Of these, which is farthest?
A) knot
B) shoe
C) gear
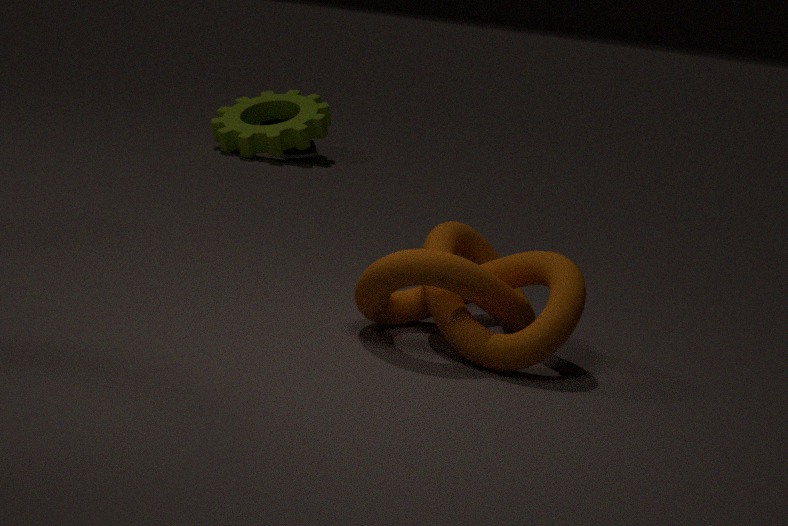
shoe
